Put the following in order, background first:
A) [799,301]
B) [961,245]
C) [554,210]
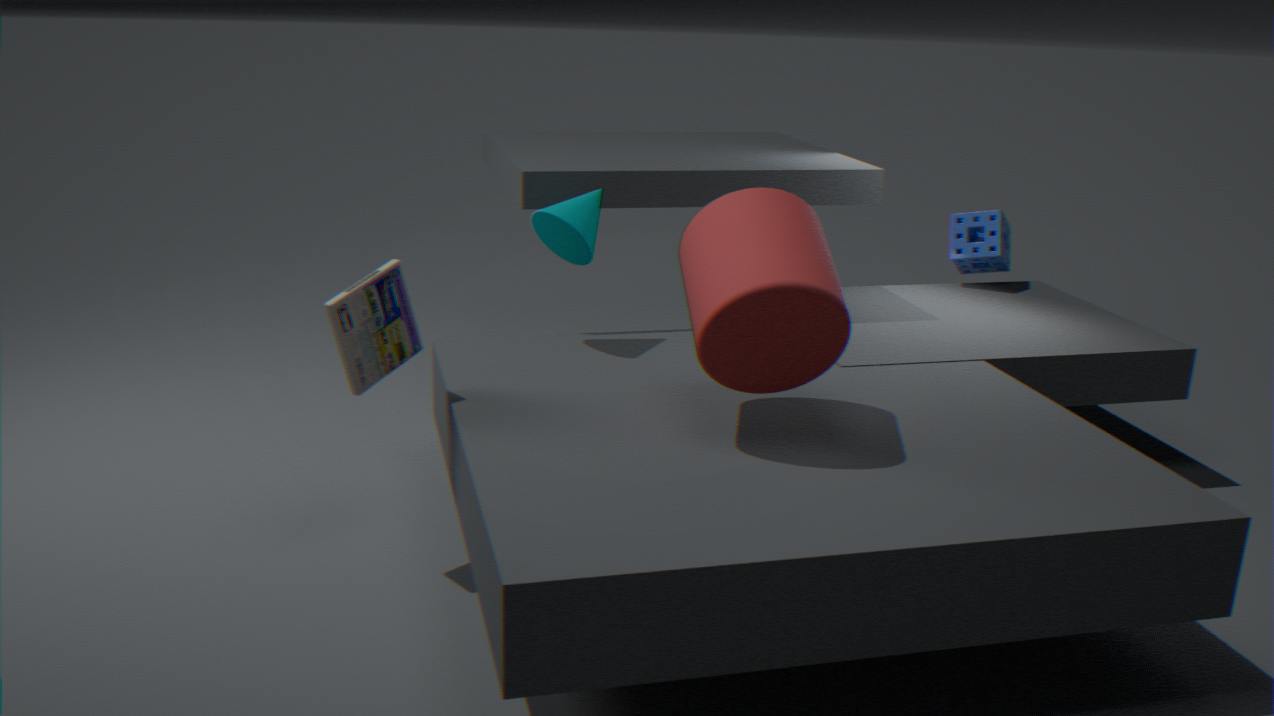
1. [961,245]
2. [554,210]
3. [799,301]
